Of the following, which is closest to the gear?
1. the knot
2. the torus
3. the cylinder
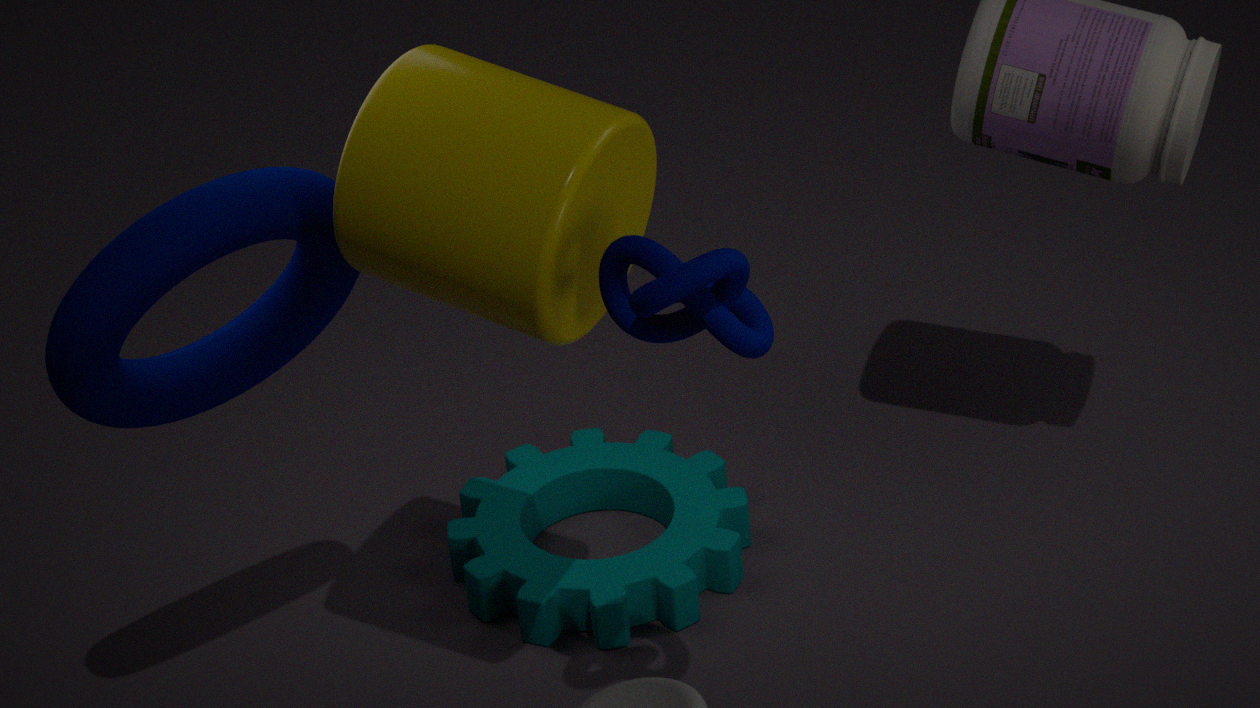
the torus
